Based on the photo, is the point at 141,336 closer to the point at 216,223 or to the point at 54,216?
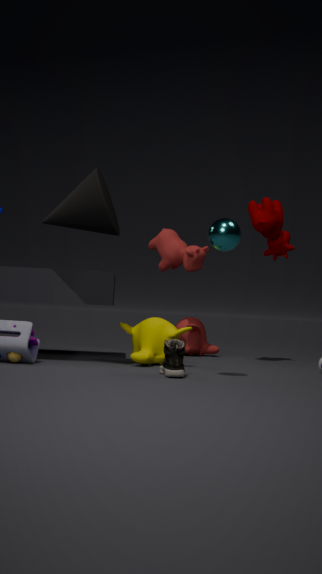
the point at 54,216
